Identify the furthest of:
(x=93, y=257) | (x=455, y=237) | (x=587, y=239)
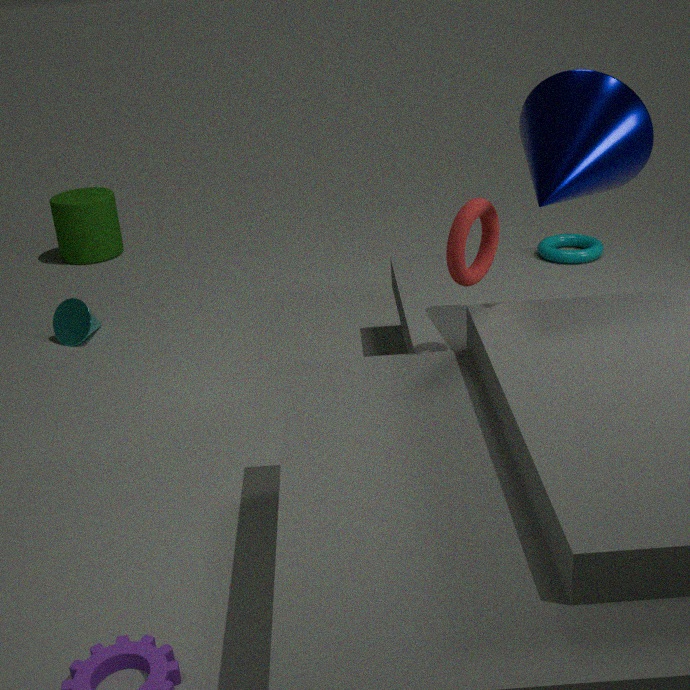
(x=93, y=257)
